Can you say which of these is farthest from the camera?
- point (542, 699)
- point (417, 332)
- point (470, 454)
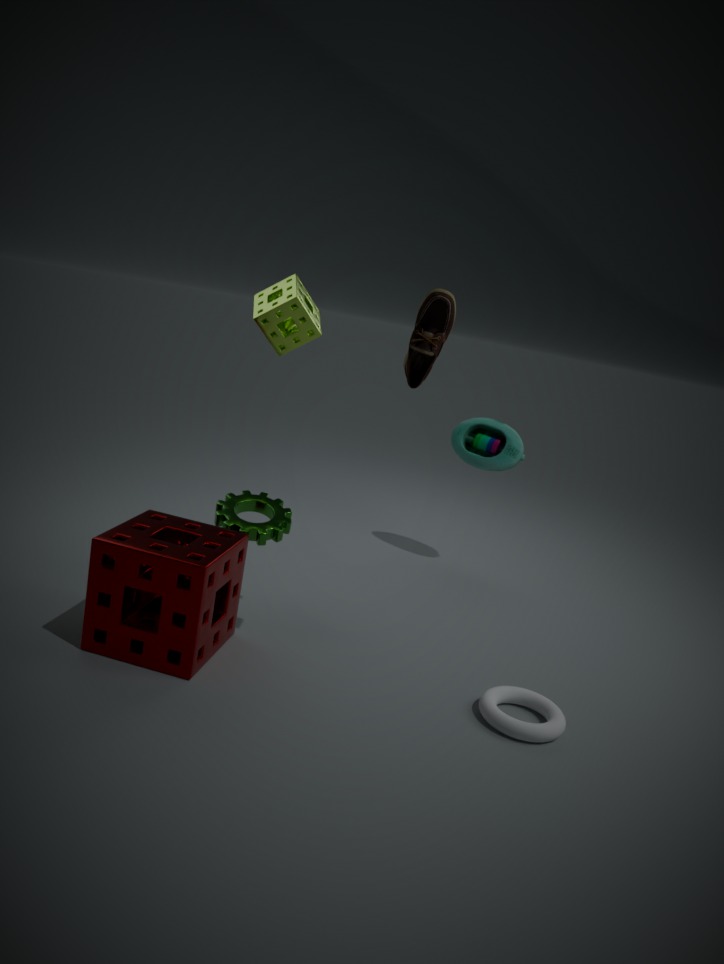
point (470, 454)
